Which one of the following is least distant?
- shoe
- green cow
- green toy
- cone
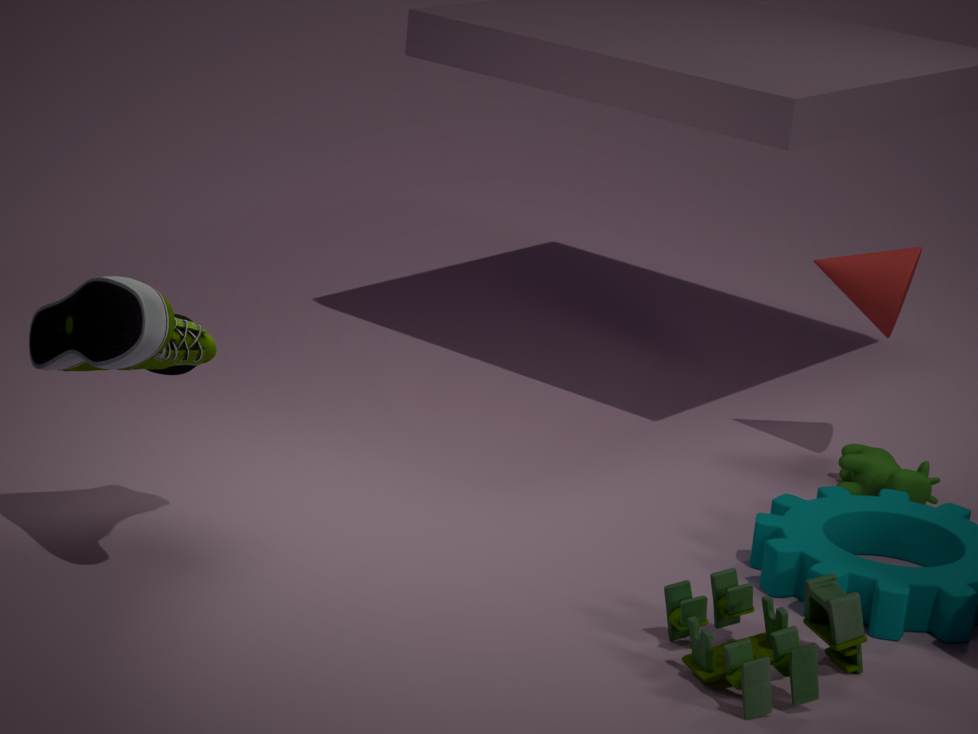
green toy
